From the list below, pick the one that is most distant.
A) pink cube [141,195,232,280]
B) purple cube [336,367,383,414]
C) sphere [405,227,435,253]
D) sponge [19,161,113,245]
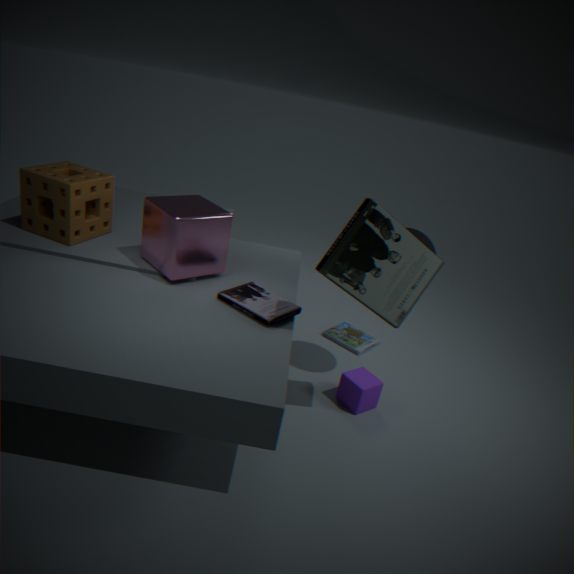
purple cube [336,367,383,414]
